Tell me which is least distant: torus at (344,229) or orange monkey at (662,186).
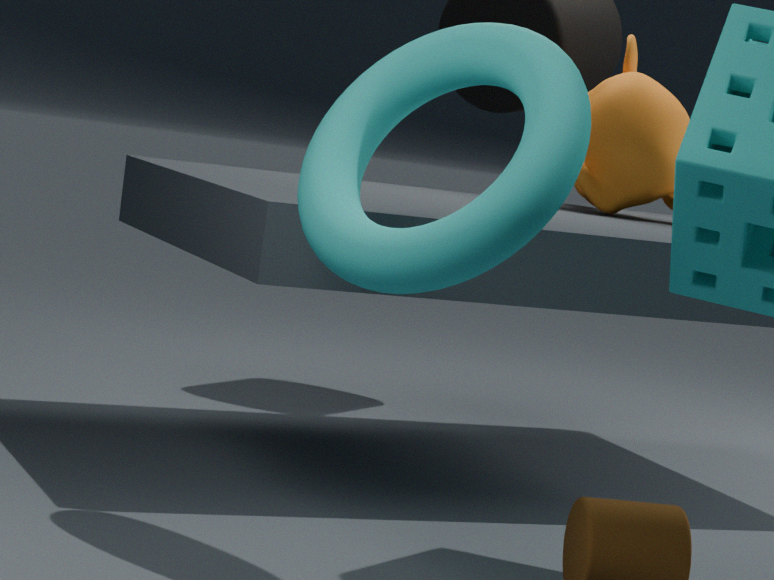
torus at (344,229)
